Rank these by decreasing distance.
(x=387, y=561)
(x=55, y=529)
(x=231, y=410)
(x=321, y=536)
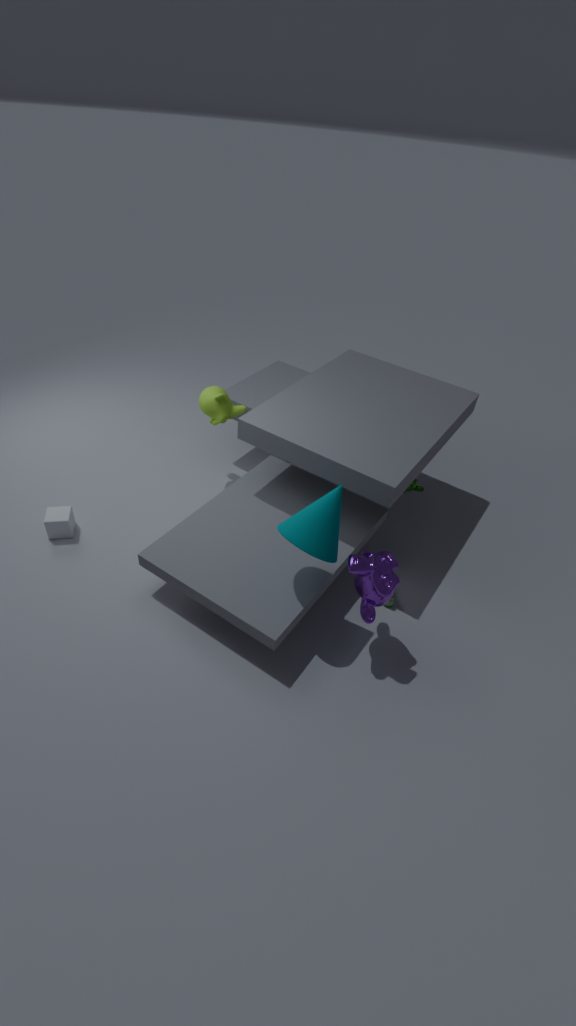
1. (x=231, y=410)
2. (x=55, y=529)
3. (x=387, y=561)
4. (x=321, y=536)
